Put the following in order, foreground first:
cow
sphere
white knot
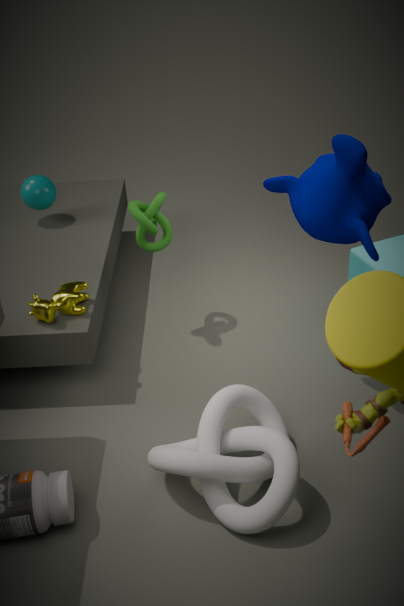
white knot → cow → sphere
